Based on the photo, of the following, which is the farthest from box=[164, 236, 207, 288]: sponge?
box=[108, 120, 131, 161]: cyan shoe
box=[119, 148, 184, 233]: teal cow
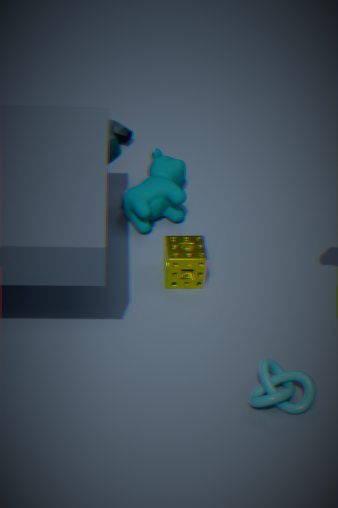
box=[108, 120, 131, 161]: cyan shoe
